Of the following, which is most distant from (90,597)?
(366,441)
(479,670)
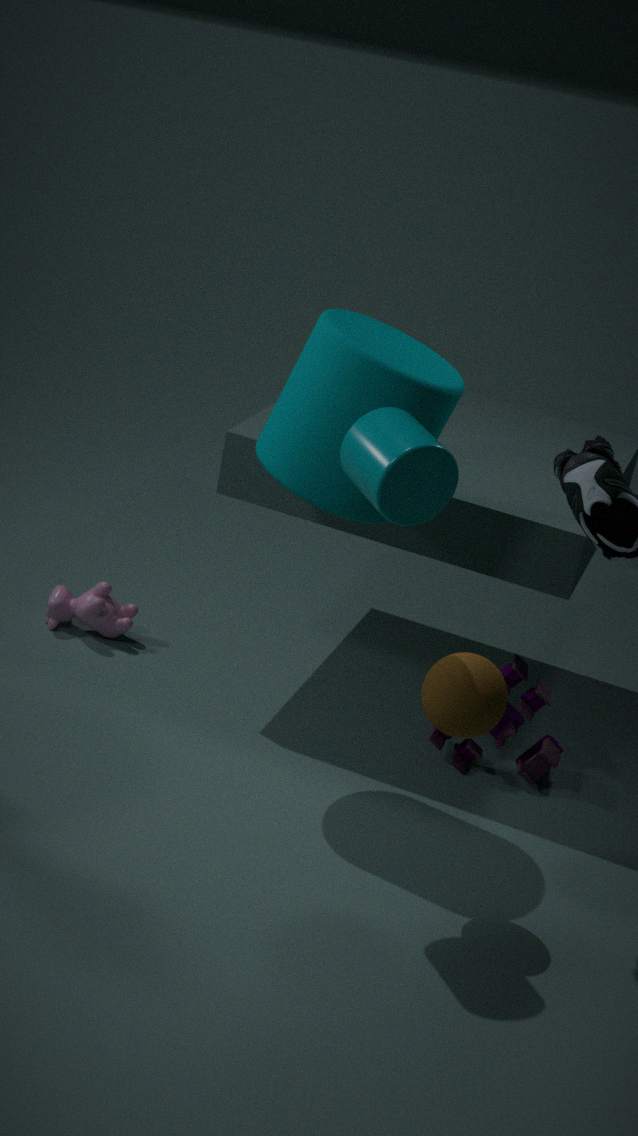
(366,441)
